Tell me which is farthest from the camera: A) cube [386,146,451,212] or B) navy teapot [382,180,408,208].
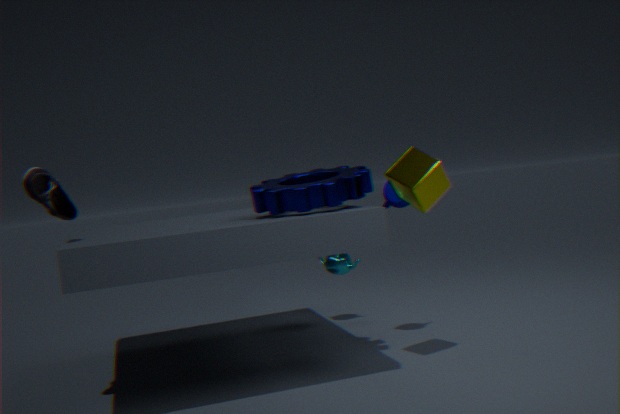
B. navy teapot [382,180,408,208]
